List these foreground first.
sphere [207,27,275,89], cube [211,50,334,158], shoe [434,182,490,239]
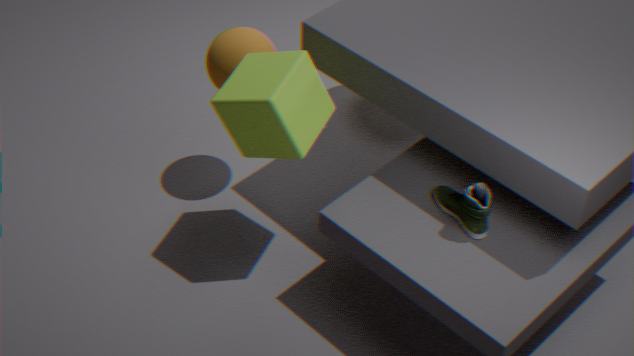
shoe [434,182,490,239] < cube [211,50,334,158] < sphere [207,27,275,89]
